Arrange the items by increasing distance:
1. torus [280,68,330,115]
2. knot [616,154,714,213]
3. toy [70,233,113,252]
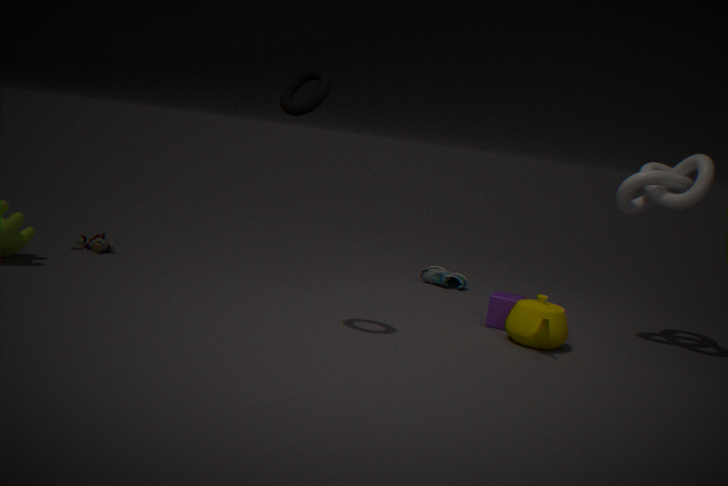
torus [280,68,330,115], knot [616,154,714,213], toy [70,233,113,252]
